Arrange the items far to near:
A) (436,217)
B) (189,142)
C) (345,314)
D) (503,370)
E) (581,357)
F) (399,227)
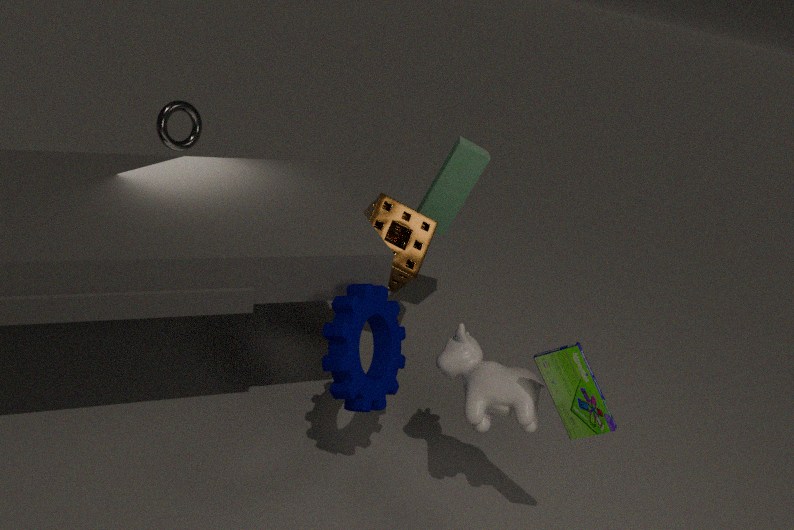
(436,217) → (399,227) → (189,142) → (345,314) → (503,370) → (581,357)
